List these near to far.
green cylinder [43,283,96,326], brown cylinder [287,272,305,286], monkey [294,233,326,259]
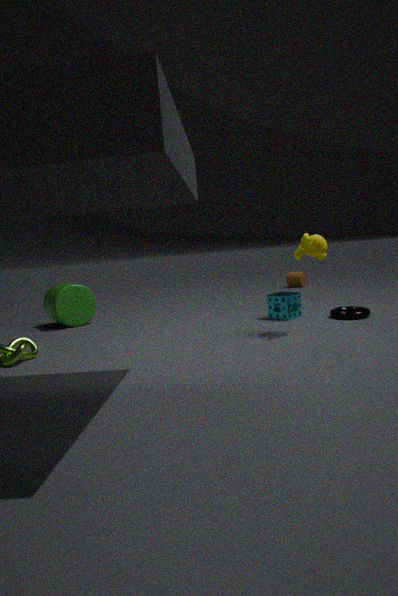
monkey [294,233,326,259], green cylinder [43,283,96,326], brown cylinder [287,272,305,286]
